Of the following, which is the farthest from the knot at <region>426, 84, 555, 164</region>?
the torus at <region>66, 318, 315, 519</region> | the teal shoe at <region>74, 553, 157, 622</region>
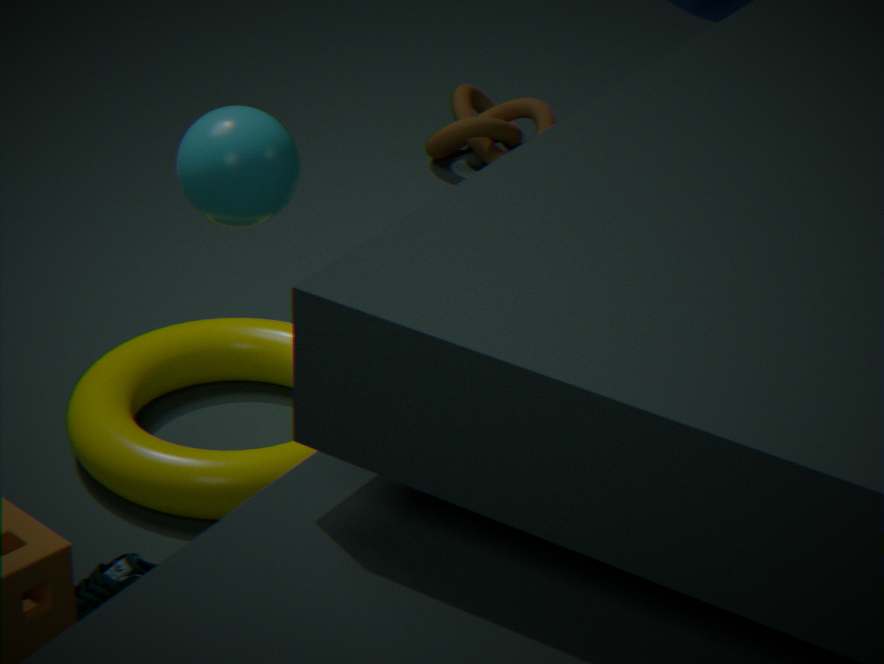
the teal shoe at <region>74, 553, 157, 622</region>
